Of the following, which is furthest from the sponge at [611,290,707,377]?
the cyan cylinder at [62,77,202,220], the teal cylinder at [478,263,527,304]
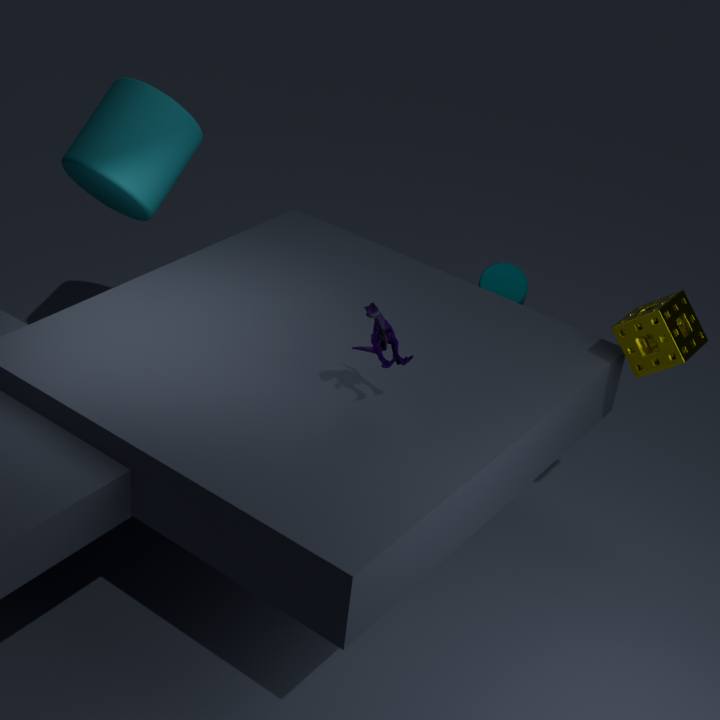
the cyan cylinder at [62,77,202,220]
